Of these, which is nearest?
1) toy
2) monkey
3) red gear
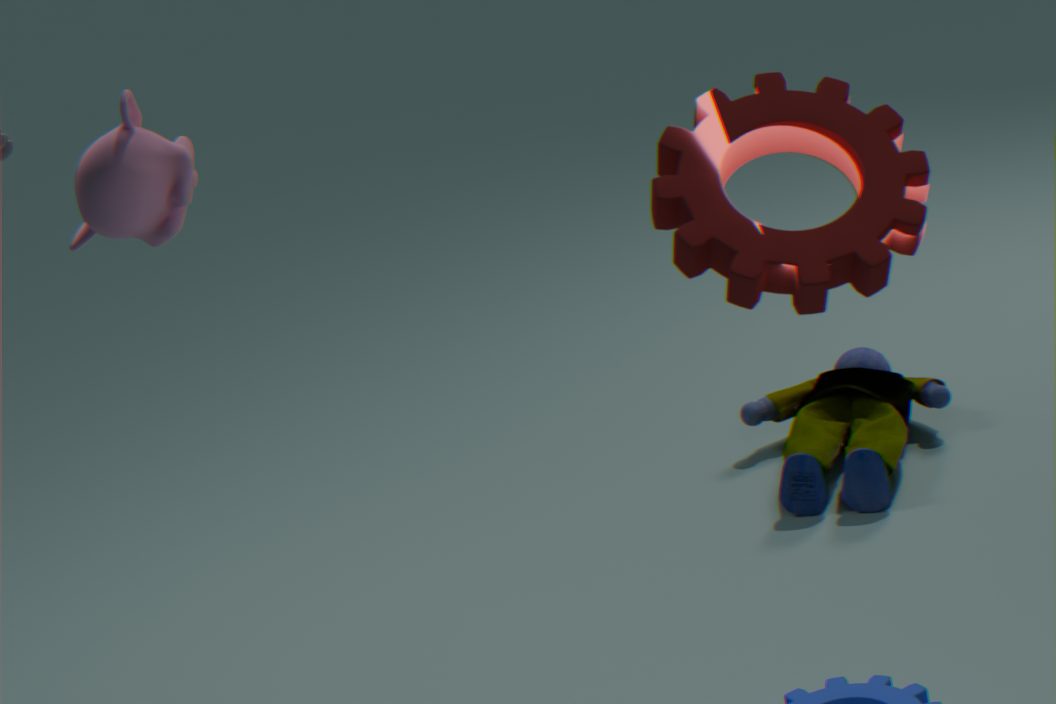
3. red gear
